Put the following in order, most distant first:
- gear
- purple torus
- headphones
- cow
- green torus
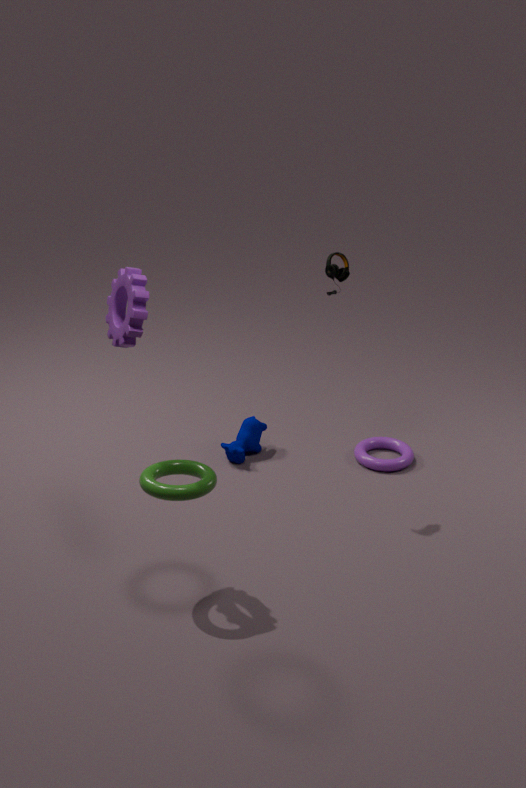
purple torus < cow < headphones < green torus < gear
